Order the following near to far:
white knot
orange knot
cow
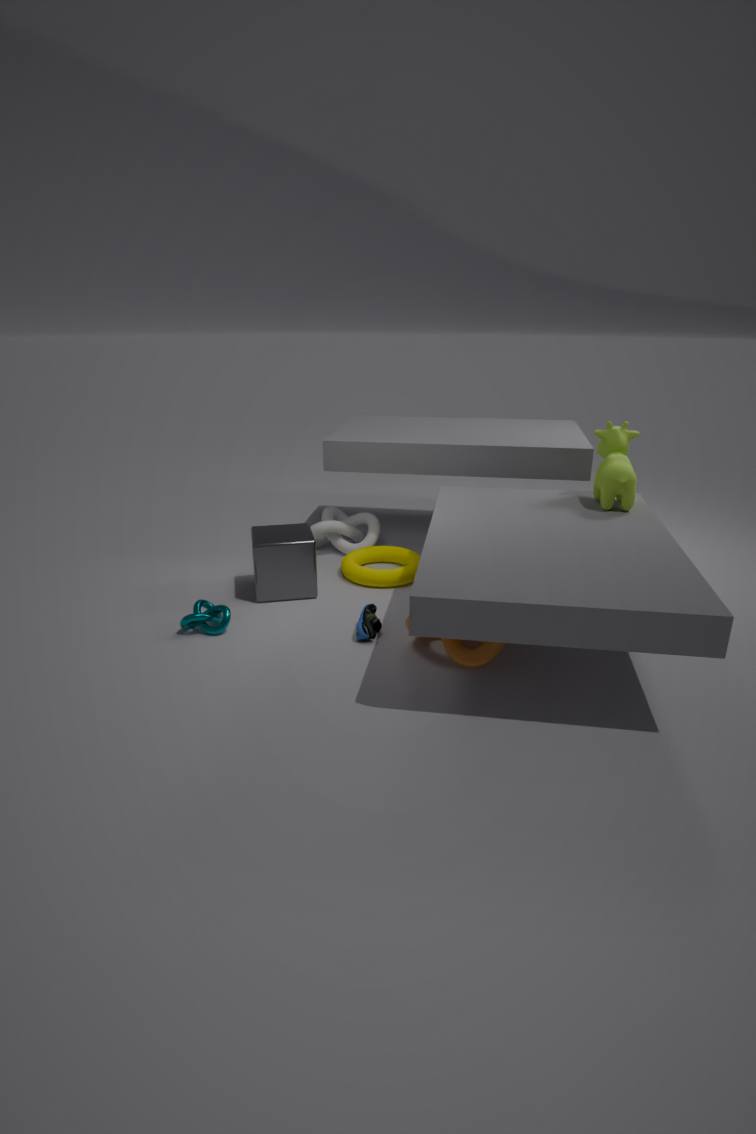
1. orange knot
2. cow
3. white knot
